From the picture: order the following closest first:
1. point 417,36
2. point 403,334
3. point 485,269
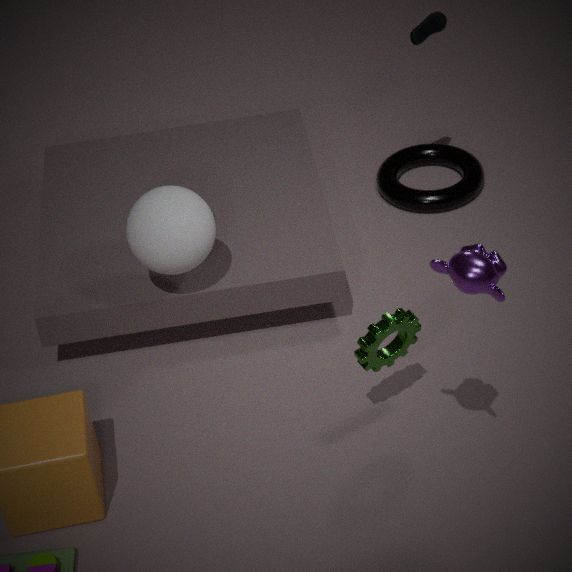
point 485,269 → point 403,334 → point 417,36
